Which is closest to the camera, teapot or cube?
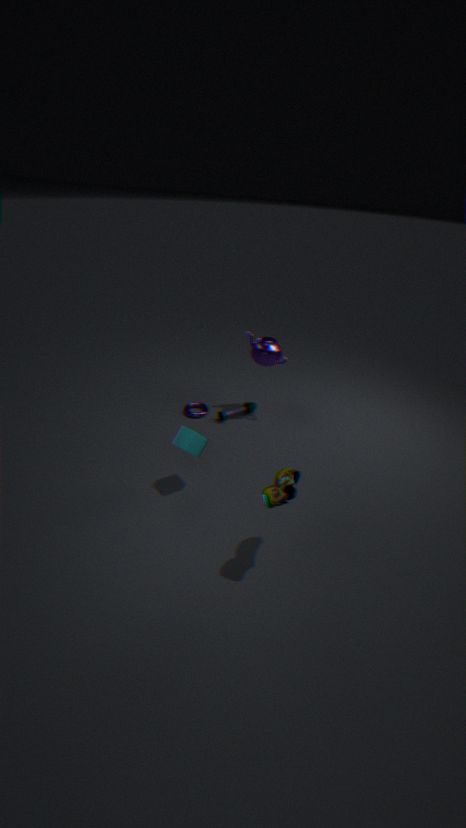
cube
